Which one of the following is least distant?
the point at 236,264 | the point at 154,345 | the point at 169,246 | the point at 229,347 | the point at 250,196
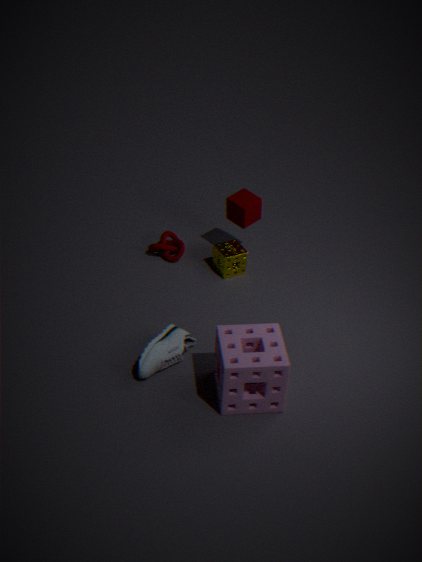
the point at 229,347
